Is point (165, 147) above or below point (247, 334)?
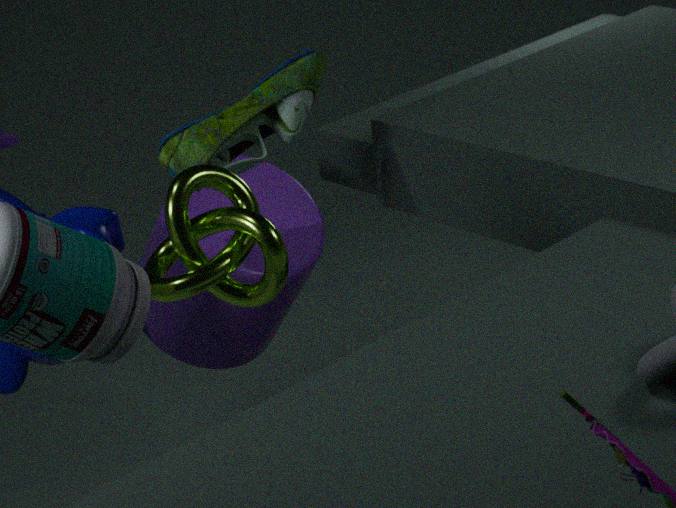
above
